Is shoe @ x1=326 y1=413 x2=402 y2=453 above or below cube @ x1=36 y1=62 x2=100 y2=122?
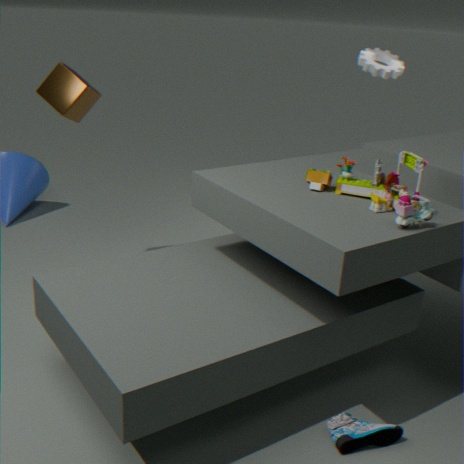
below
